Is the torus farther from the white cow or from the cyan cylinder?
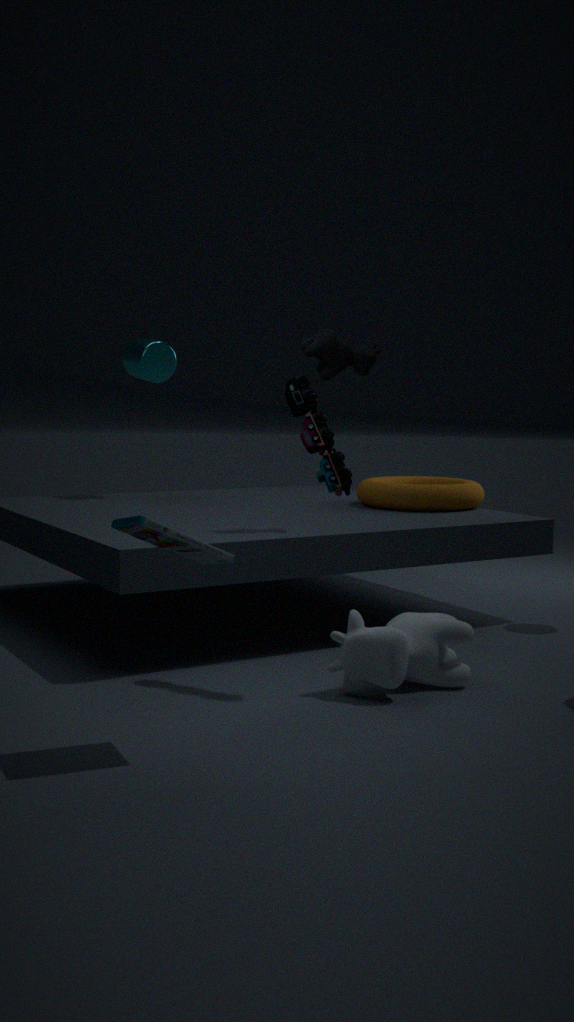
the cyan cylinder
